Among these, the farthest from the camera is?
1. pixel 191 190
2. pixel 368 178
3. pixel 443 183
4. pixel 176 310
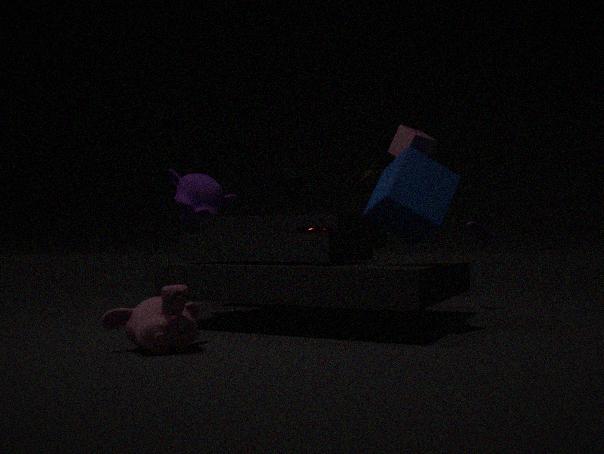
pixel 368 178
